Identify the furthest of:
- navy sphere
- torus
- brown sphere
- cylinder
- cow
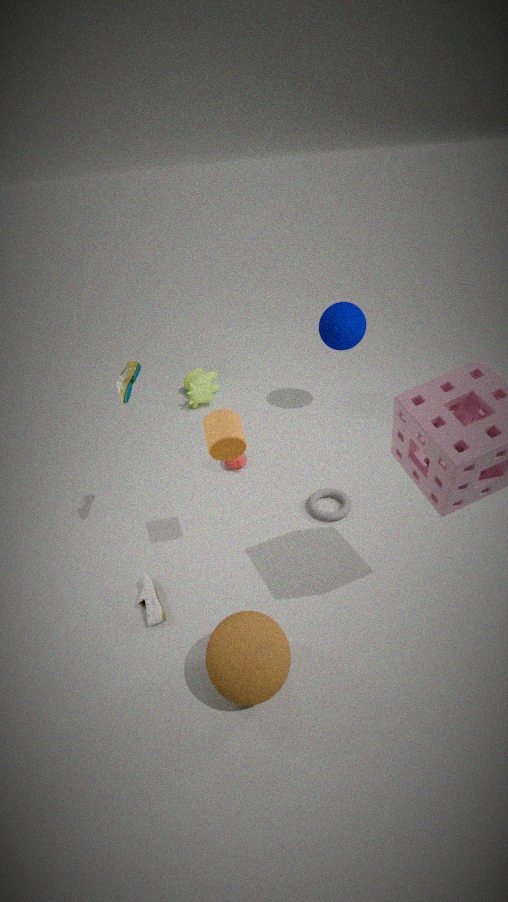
cow
